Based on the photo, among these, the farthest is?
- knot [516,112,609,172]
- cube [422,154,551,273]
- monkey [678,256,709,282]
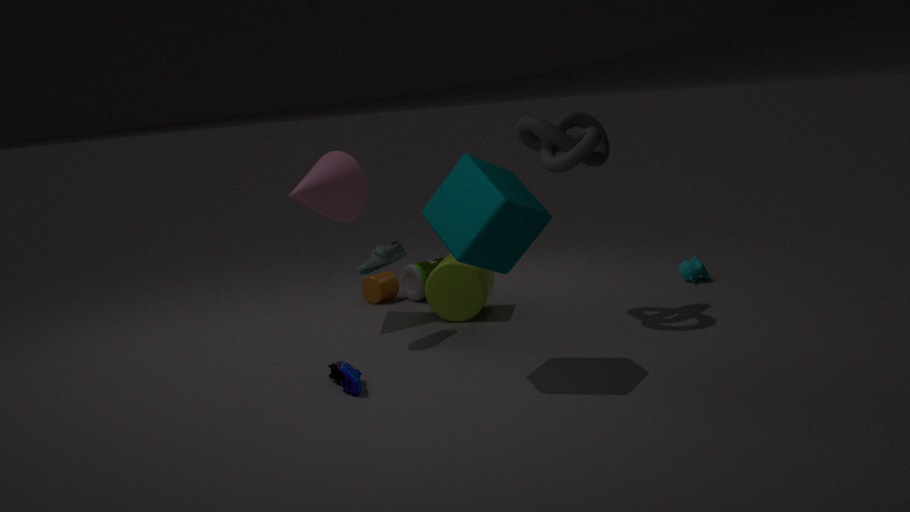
monkey [678,256,709,282]
